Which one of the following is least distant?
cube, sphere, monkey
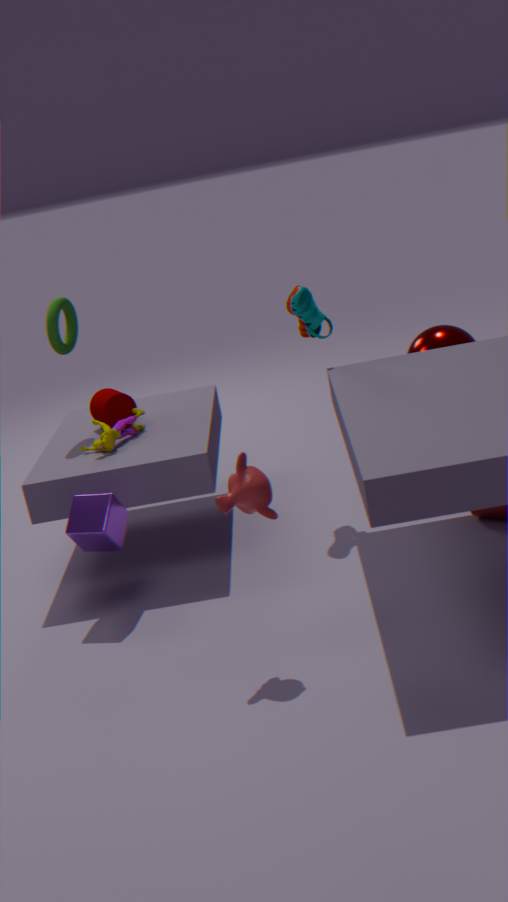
monkey
